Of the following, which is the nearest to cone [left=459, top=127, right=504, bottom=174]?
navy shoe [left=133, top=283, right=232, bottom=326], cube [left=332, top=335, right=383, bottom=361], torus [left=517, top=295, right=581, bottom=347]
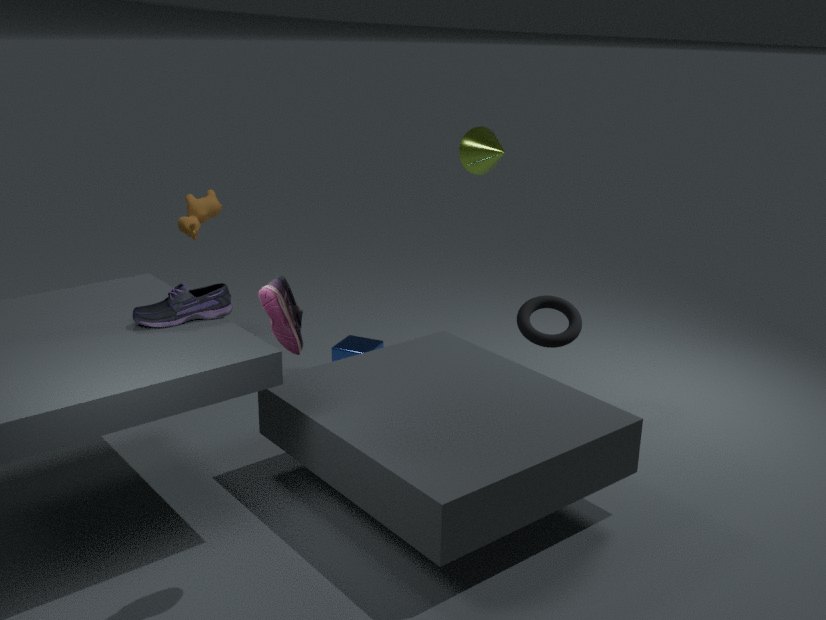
torus [left=517, top=295, right=581, bottom=347]
